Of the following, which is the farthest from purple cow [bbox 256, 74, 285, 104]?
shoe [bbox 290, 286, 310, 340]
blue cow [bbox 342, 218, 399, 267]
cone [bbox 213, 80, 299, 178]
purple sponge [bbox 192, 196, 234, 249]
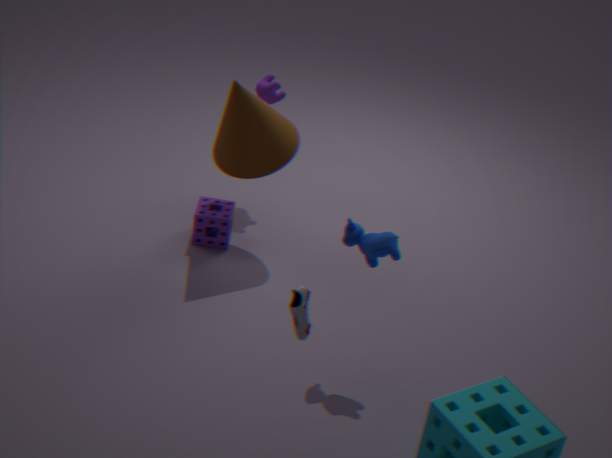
shoe [bbox 290, 286, 310, 340]
